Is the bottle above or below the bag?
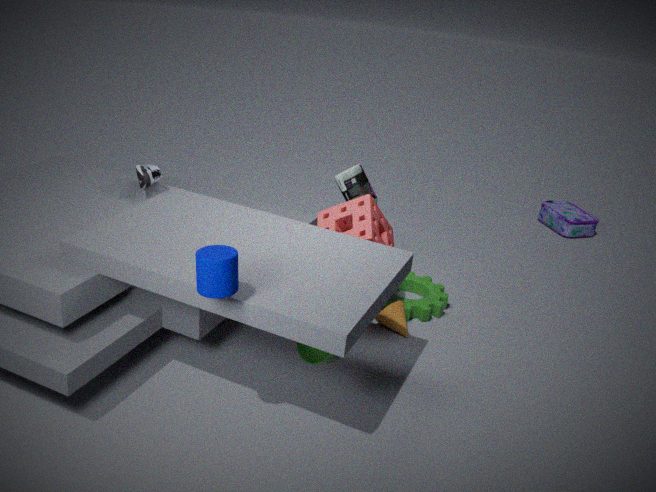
above
